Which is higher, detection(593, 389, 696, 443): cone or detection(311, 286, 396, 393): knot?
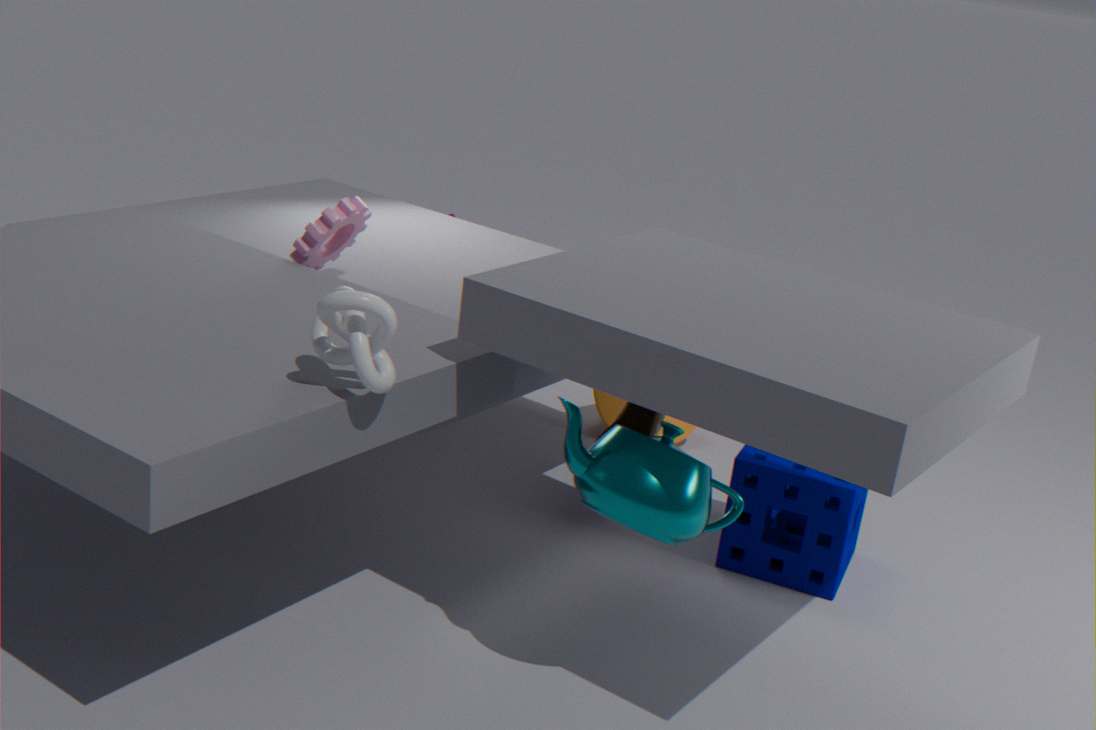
detection(311, 286, 396, 393): knot
